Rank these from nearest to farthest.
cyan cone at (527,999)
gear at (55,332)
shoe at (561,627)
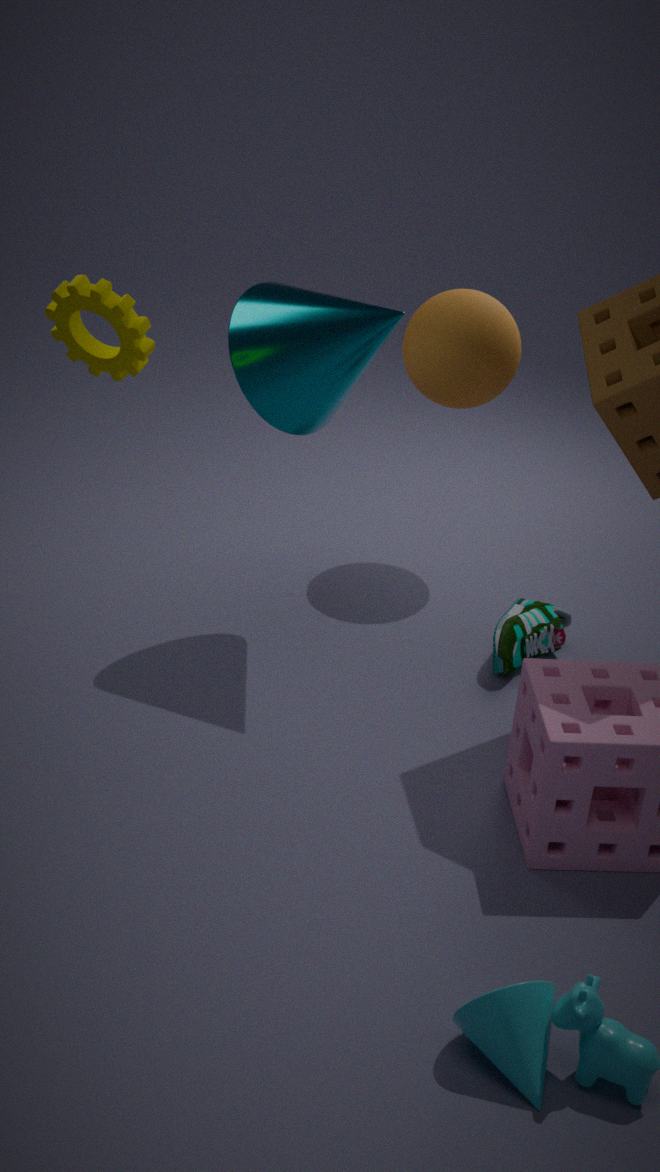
cyan cone at (527,999)
gear at (55,332)
shoe at (561,627)
